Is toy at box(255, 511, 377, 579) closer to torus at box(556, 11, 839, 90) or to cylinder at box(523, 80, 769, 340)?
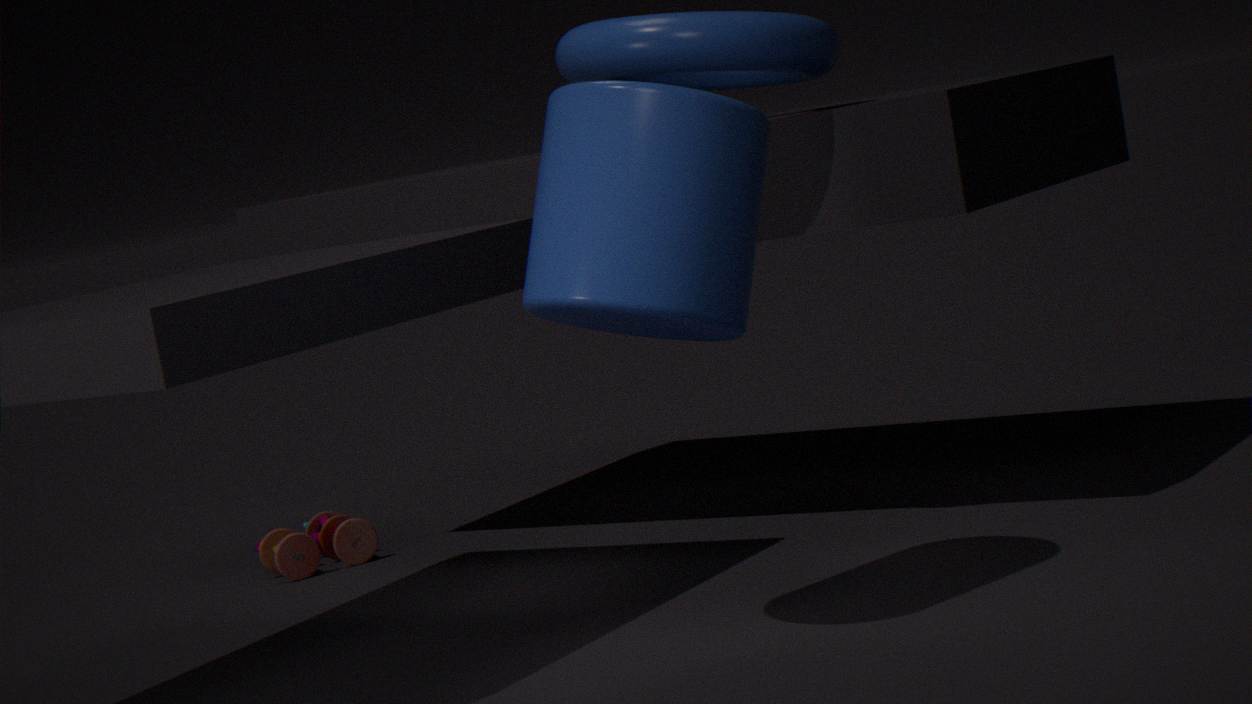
torus at box(556, 11, 839, 90)
